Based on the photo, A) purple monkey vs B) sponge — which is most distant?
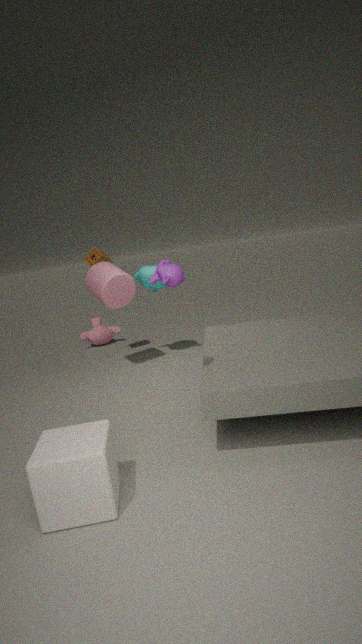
B. sponge
